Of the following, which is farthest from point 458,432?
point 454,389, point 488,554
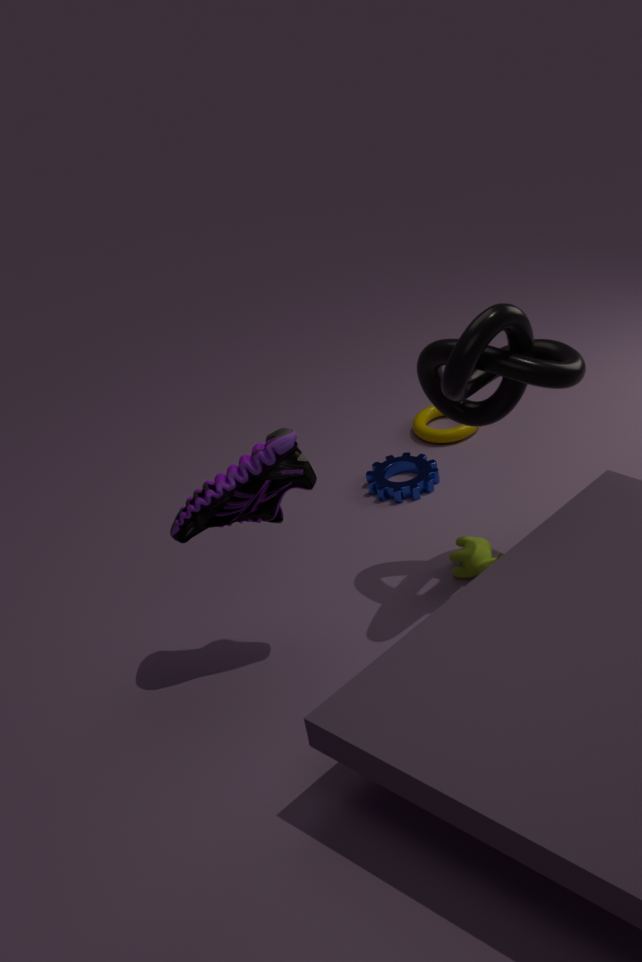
point 454,389
